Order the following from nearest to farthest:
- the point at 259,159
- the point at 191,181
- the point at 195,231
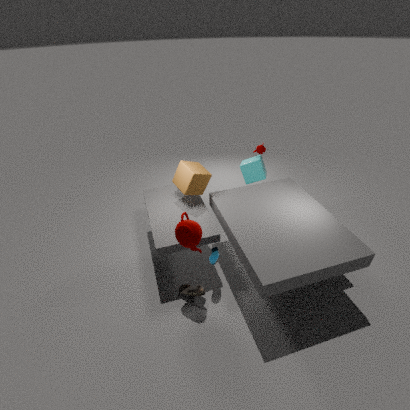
the point at 195,231 < the point at 191,181 < the point at 259,159
